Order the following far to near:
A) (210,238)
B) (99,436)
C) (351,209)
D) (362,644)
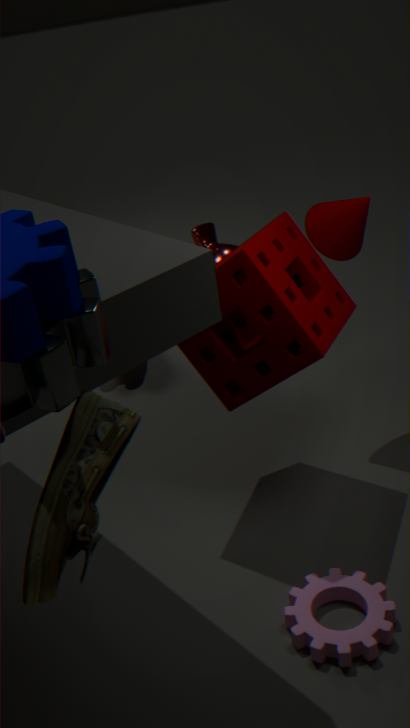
A. (210,238) → C. (351,209) → D. (362,644) → B. (99,436)
